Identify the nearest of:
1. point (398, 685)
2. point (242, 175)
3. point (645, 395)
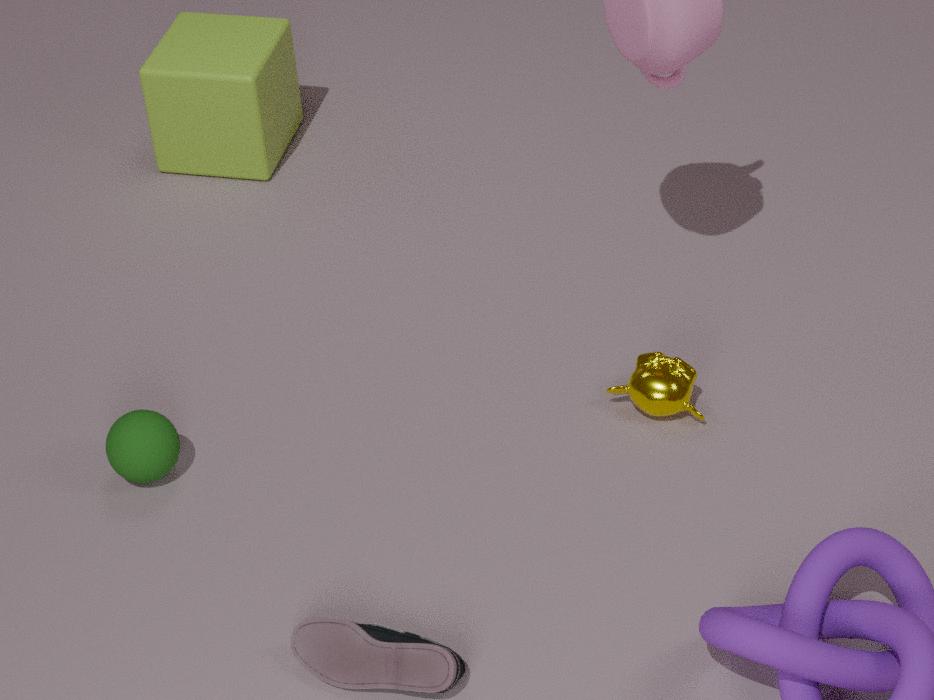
point (398, 685)
